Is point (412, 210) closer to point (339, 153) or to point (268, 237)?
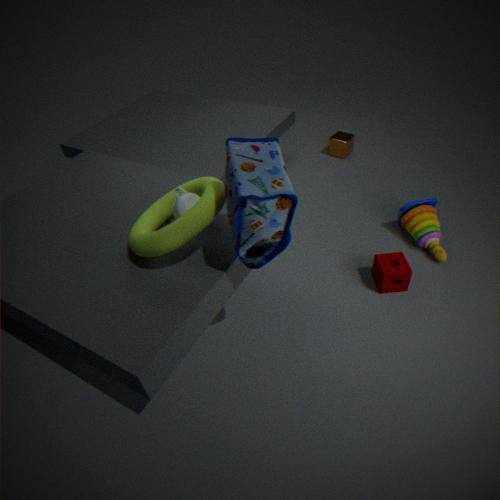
point (339, 153)
